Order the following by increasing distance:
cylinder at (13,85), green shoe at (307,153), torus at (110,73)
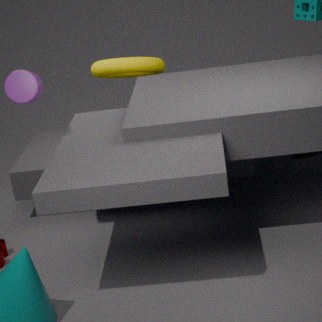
cylinder at (13,85), torus at (110,73), green shoe at (307,153)
